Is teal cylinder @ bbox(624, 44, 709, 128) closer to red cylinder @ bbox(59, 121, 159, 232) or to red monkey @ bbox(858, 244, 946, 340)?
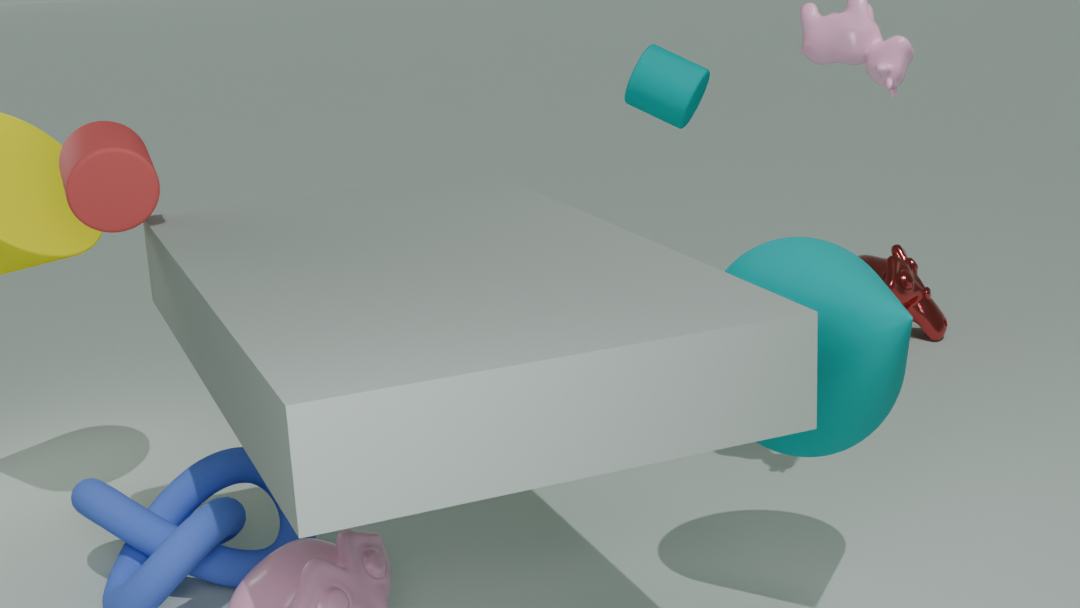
red monkey @ bbox(858, 244, 946, 340)
